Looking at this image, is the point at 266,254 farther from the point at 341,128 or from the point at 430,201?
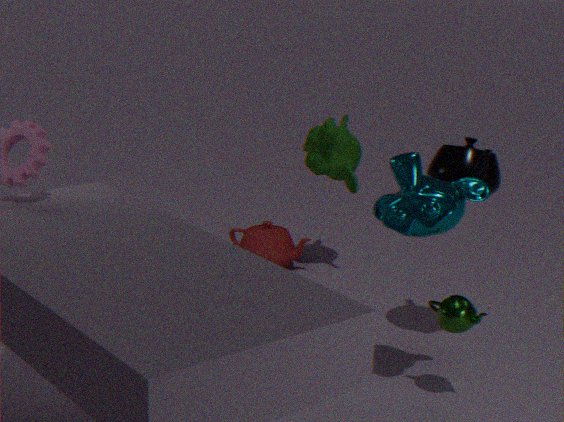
the point at 430,201
